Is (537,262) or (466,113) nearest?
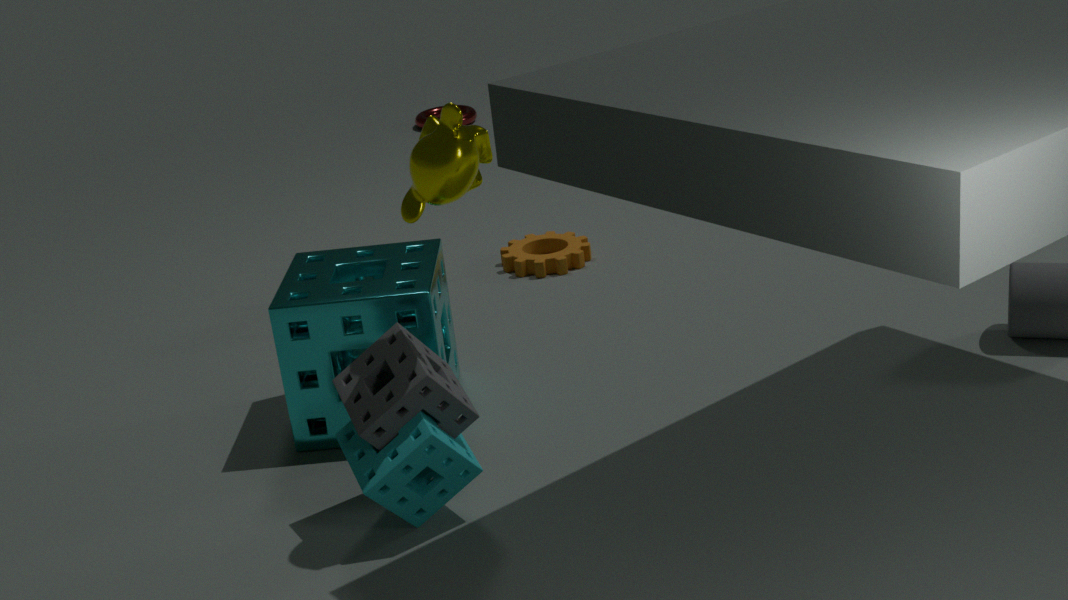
(537,262)
